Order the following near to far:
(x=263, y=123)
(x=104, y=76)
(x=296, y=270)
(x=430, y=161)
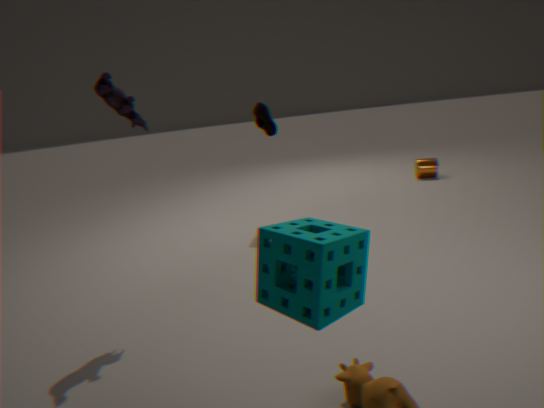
(x=296, y=270) < (x=104, y=76) < (x=263, y=123) < (x=430, y=161)
